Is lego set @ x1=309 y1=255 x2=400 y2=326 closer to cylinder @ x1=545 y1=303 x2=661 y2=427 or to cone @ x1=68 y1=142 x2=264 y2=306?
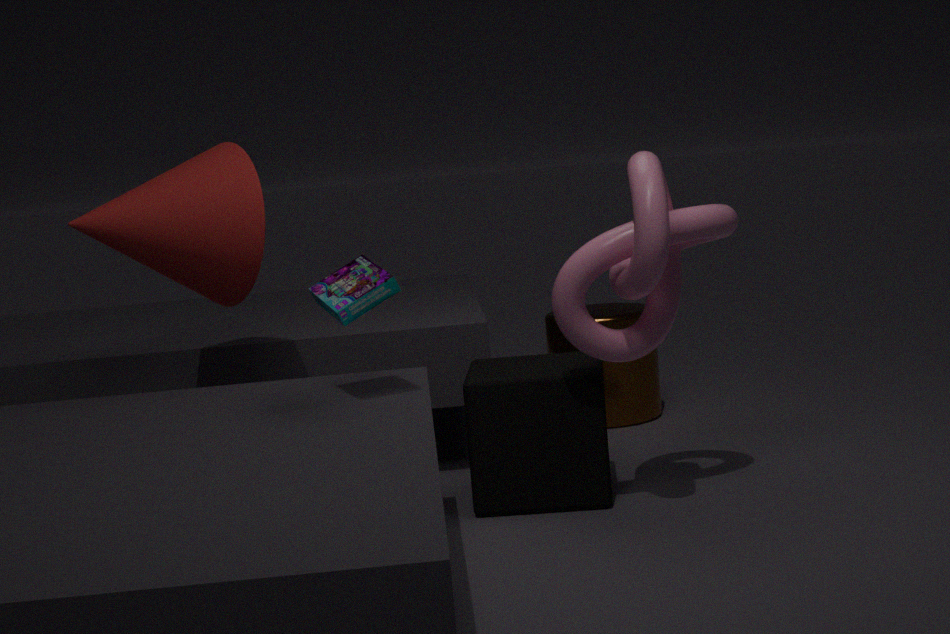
cone @ x1=68 y1=142 x2=264 y2=306
